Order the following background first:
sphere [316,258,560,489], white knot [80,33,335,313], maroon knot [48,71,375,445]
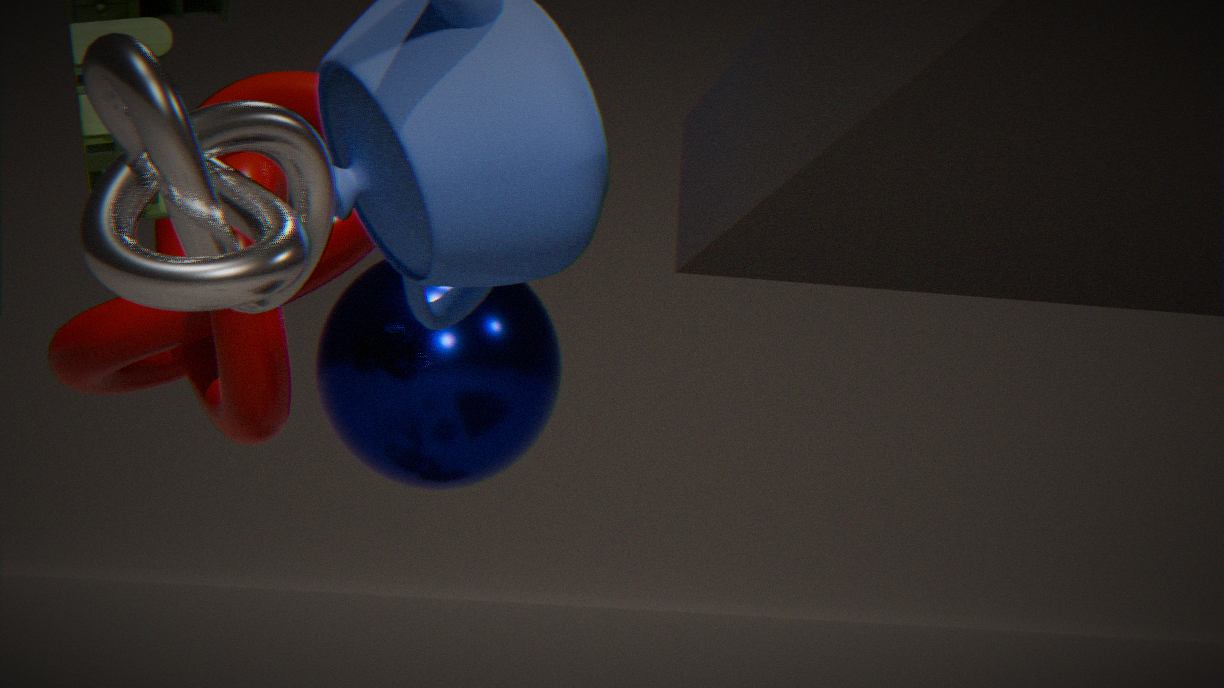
sphere [316,258,560,489] < maroon knot [48,71,375,445] < white knot [80,33,335,313]
